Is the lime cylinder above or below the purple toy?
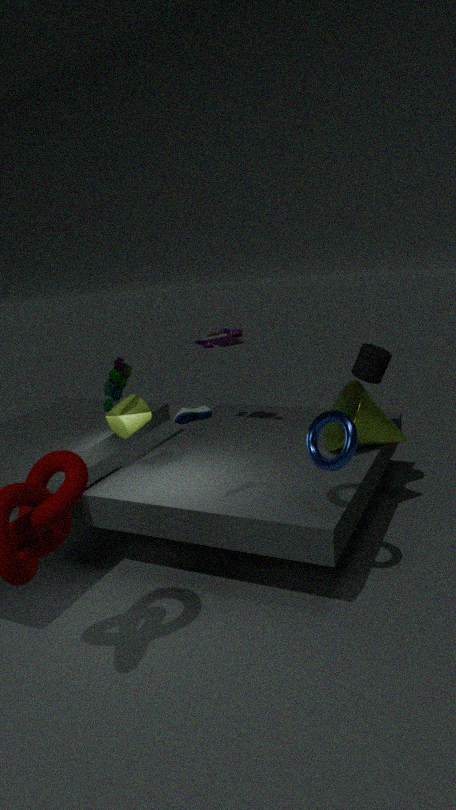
below
